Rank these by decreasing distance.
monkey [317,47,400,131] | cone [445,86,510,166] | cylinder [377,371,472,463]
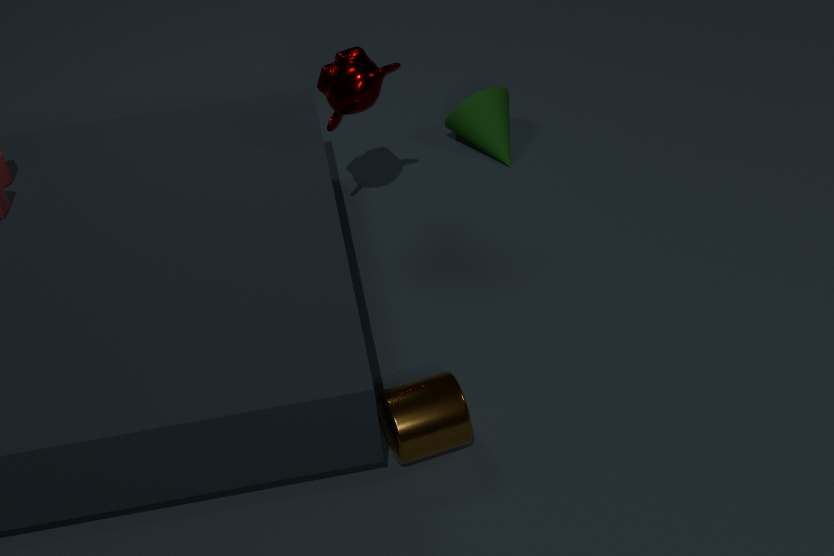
cone [445,86,510,166], monkey [317,47,400,131], cylinder [377,371,472,463]
